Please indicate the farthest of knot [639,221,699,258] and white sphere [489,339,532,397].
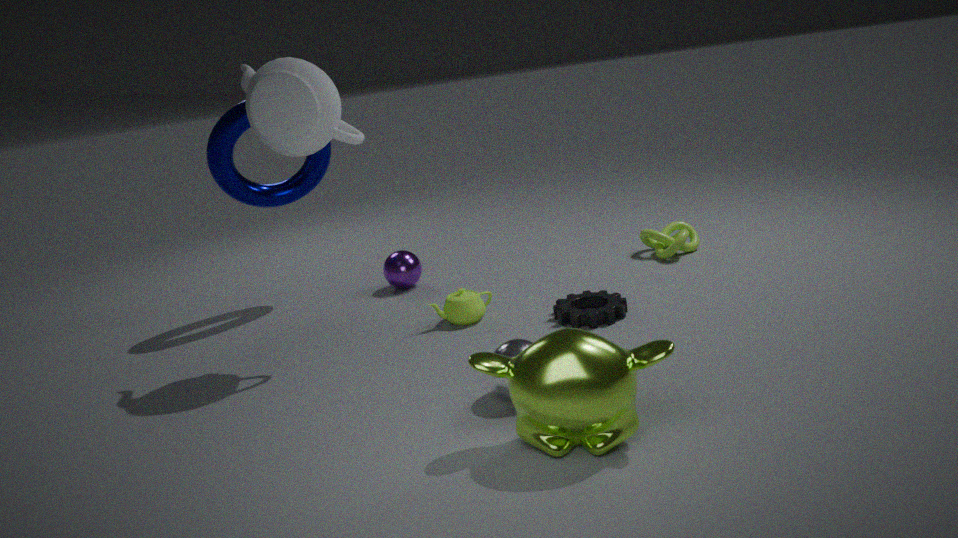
knot [639,221,699,258]
